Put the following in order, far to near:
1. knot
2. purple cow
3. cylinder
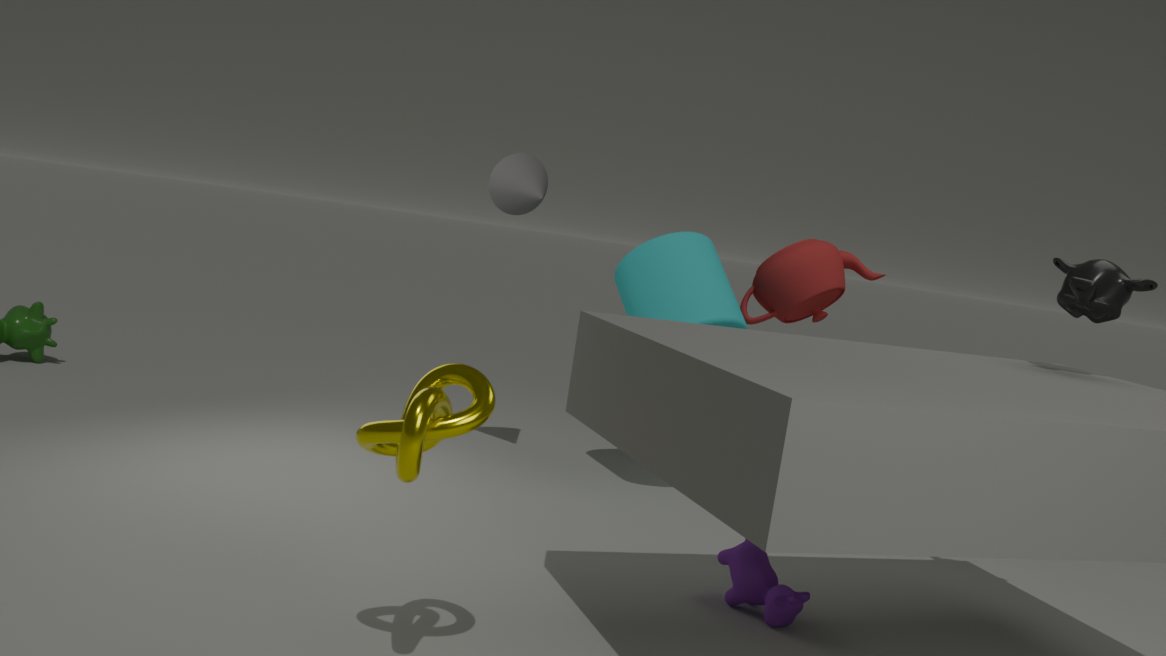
cylinder → purple cow → knot
